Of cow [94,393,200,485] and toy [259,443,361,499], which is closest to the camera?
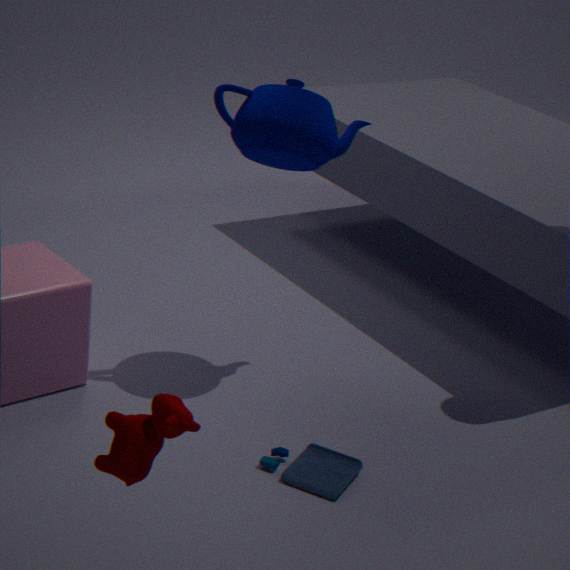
cow [94,393,200,485]
